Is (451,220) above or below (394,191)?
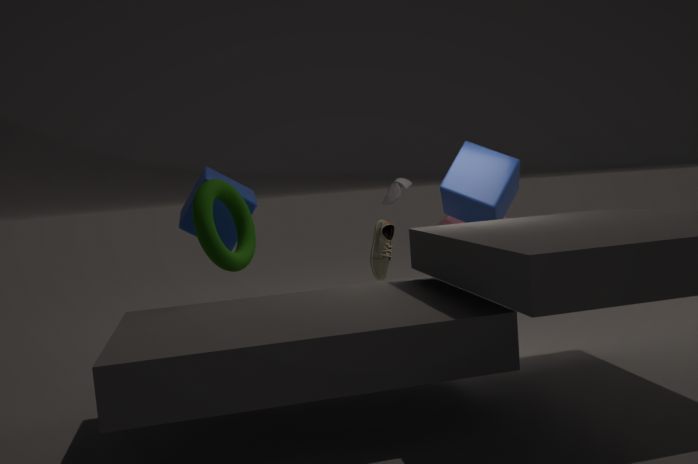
below
